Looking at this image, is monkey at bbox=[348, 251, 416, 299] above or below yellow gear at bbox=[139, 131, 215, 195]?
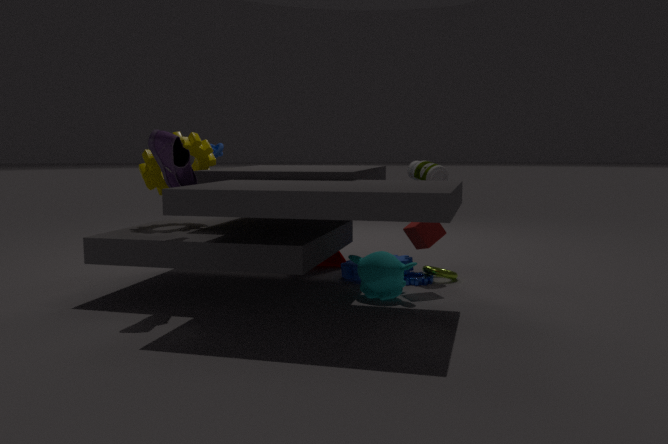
below
